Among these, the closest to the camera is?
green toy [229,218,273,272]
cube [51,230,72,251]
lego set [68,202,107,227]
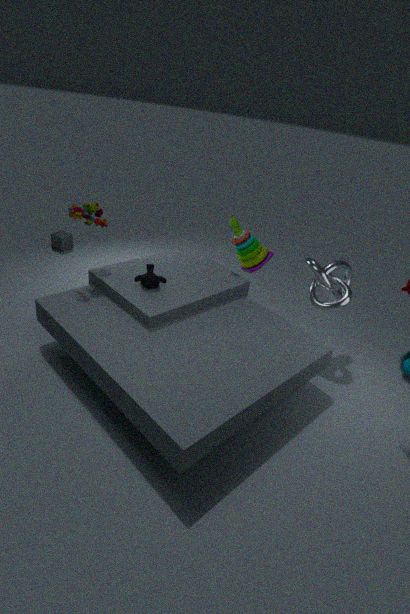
lego set [68,202,107,227]
